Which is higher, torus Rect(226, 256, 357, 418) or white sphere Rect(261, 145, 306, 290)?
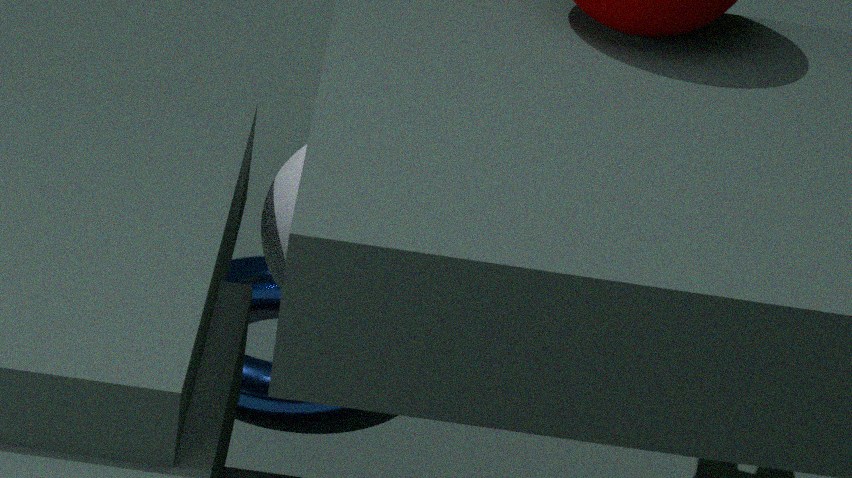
white sphere Rect(261, 145, 306, 290)
